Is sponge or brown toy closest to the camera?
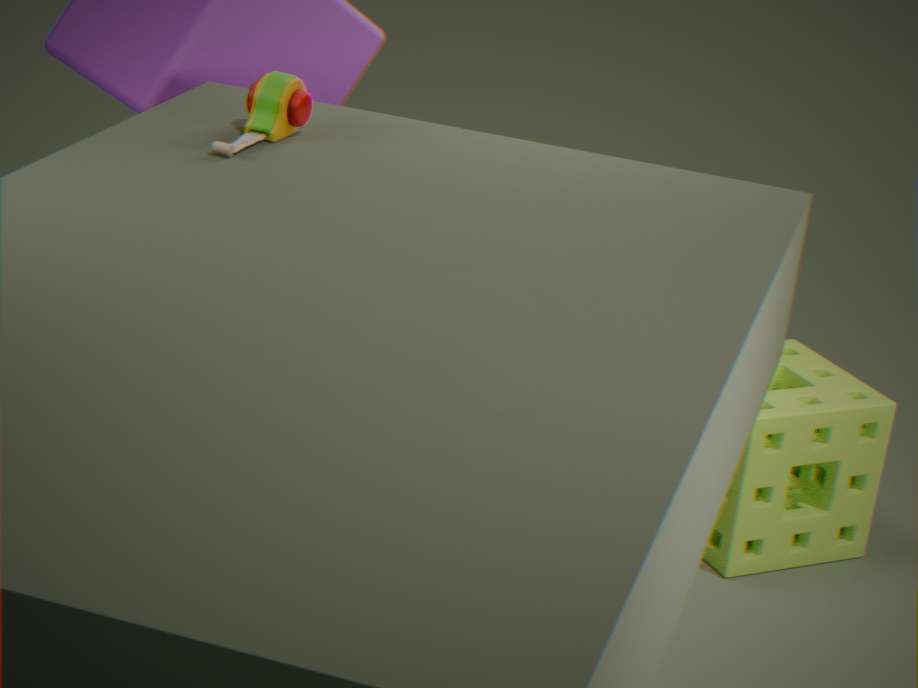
brown toy
